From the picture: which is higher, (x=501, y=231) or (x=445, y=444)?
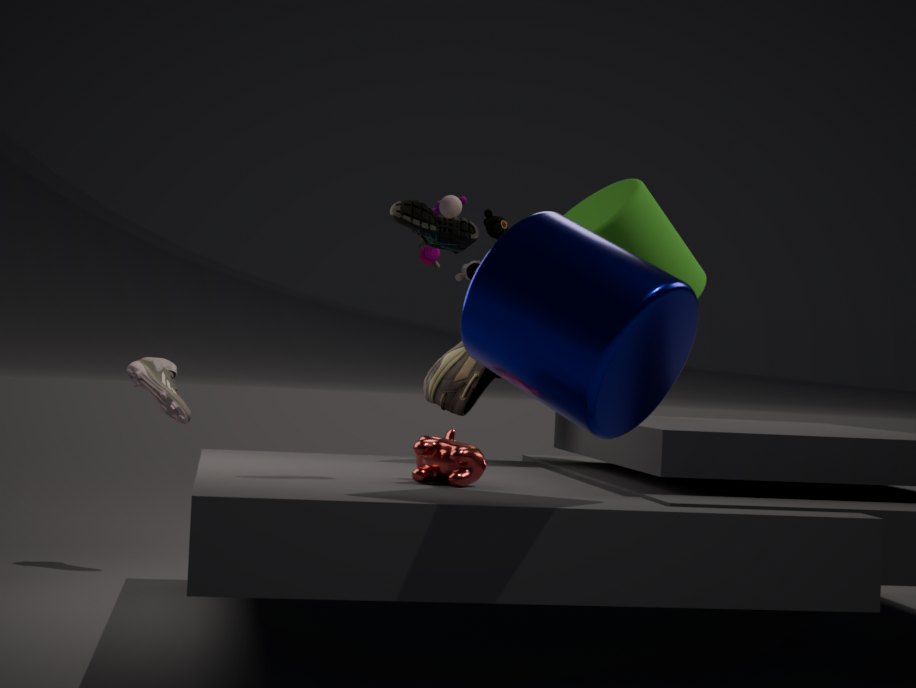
(x=501, y=231)
